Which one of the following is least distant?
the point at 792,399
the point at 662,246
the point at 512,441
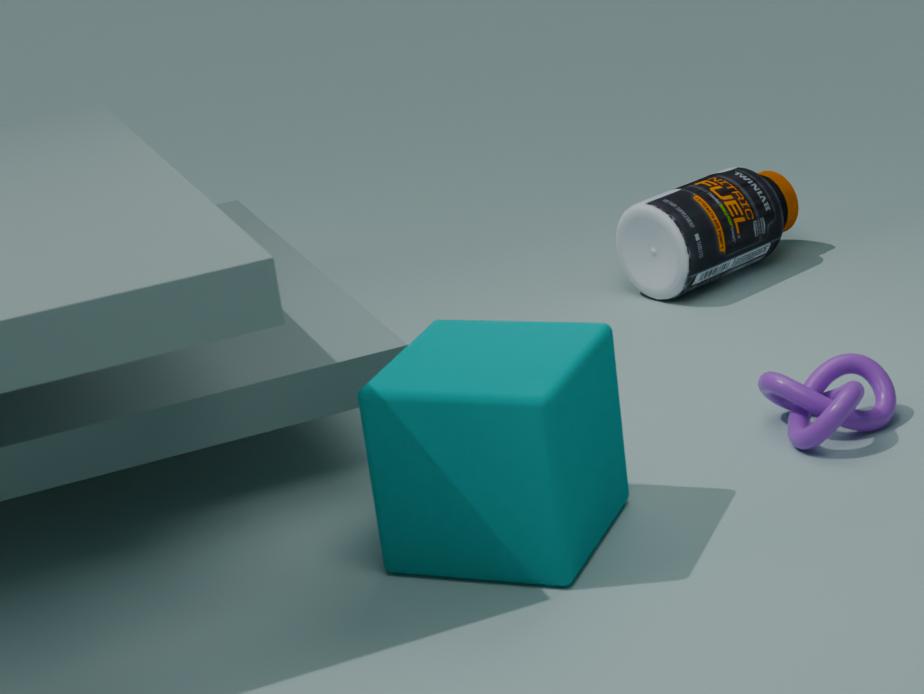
the point at 512,441
